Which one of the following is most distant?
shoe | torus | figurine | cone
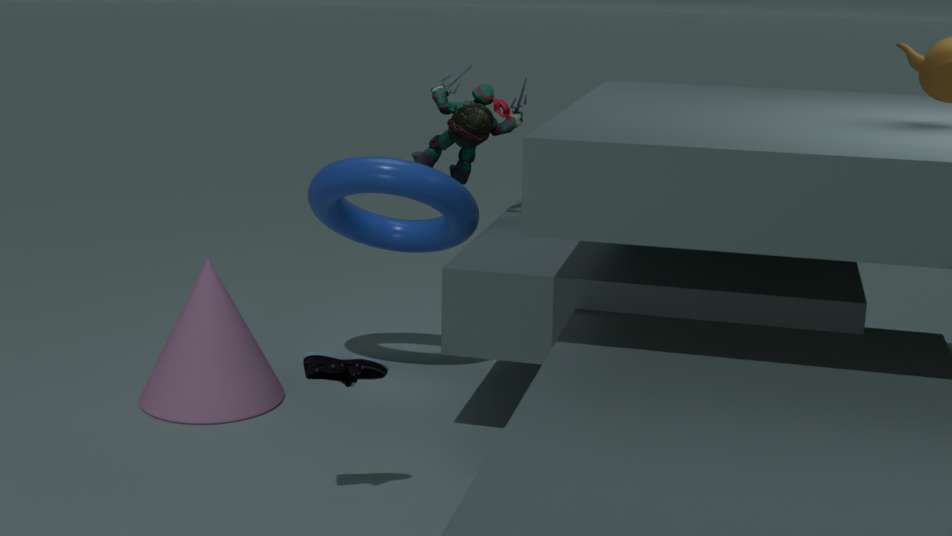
figurine
